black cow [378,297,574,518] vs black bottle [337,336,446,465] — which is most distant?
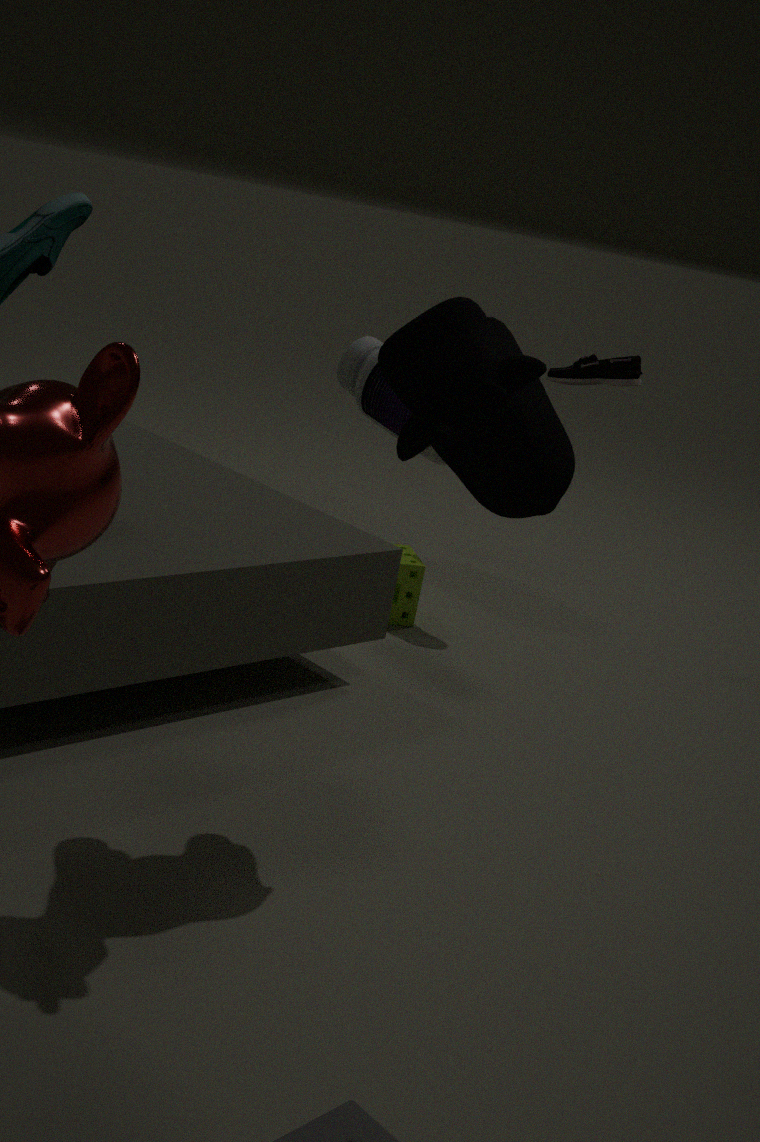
black bottle [337,336,446,465]
